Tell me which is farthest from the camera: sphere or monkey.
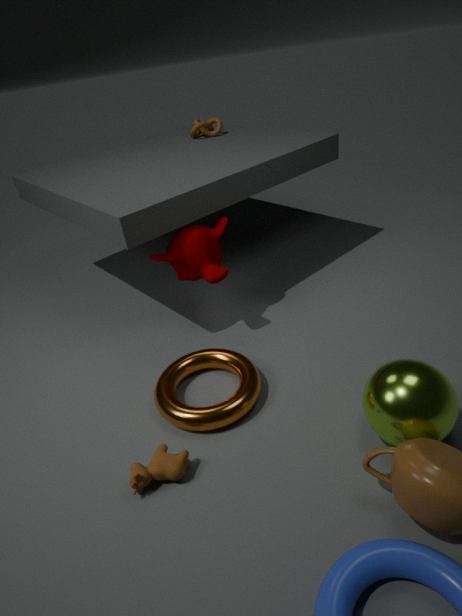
monkey
